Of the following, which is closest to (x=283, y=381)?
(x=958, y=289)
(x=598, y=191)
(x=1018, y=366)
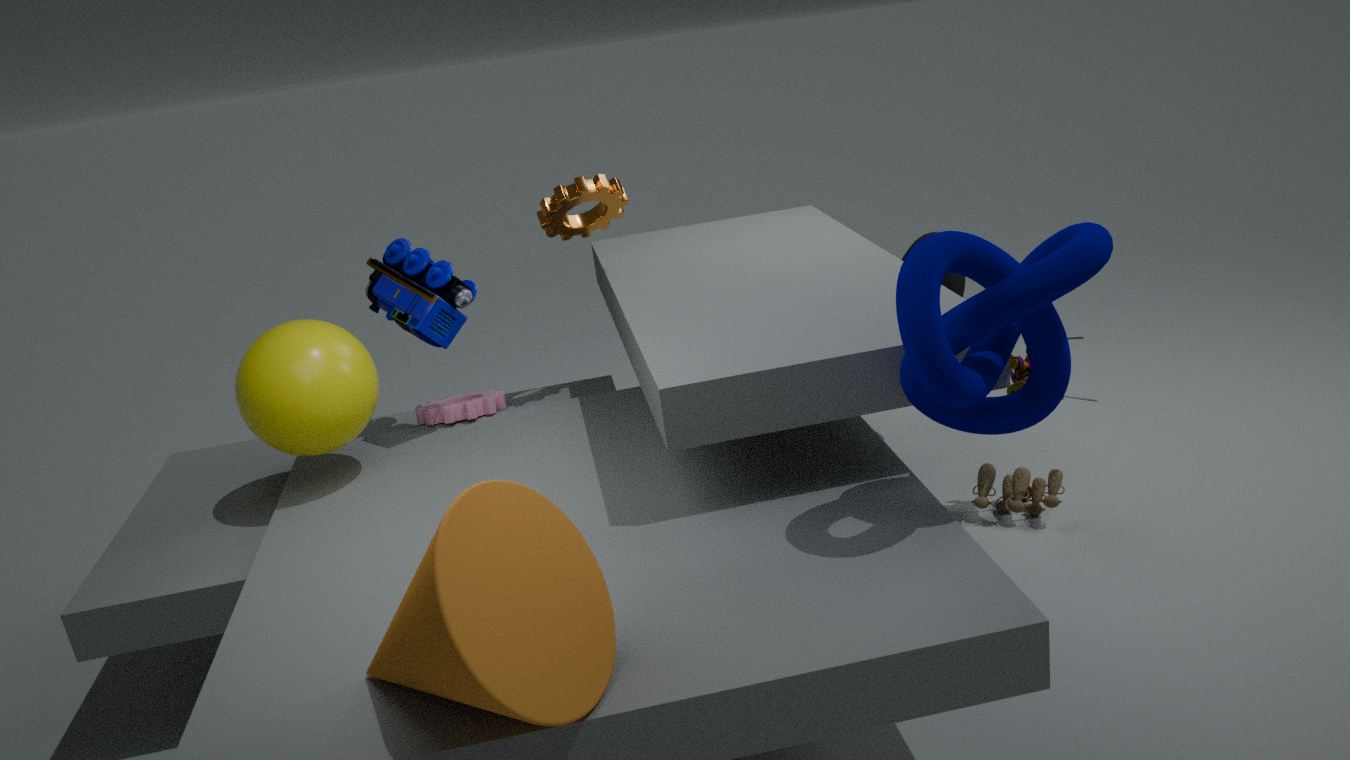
(x=598, y=191)
